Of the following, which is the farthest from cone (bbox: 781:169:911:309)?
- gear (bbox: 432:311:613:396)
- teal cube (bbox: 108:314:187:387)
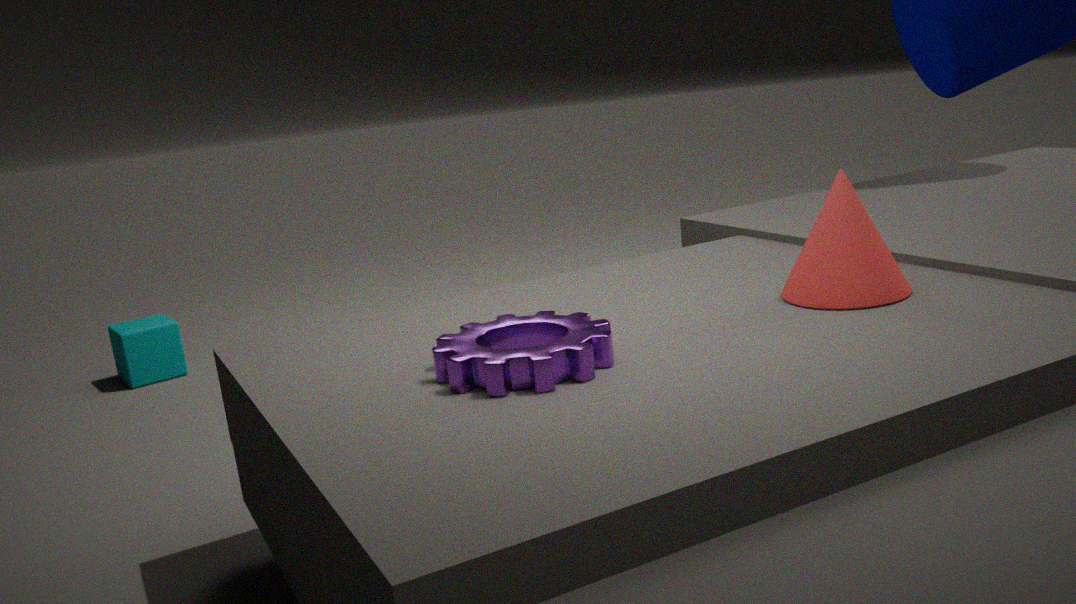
teal cube (bbox: 108:314:187:387)
